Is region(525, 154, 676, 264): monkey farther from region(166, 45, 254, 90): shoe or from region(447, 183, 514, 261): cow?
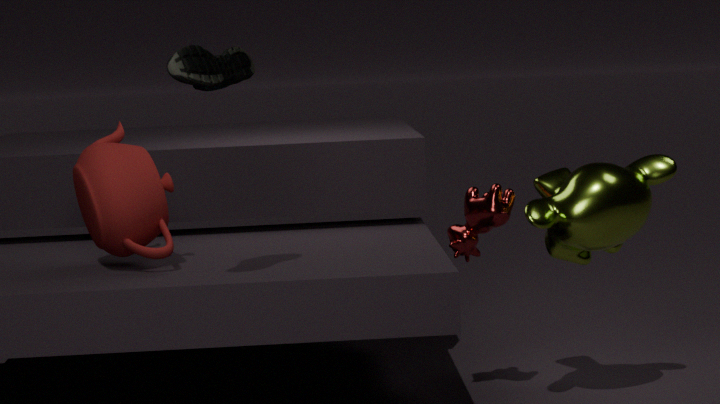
region(166, 45, 254, 90): shoe
